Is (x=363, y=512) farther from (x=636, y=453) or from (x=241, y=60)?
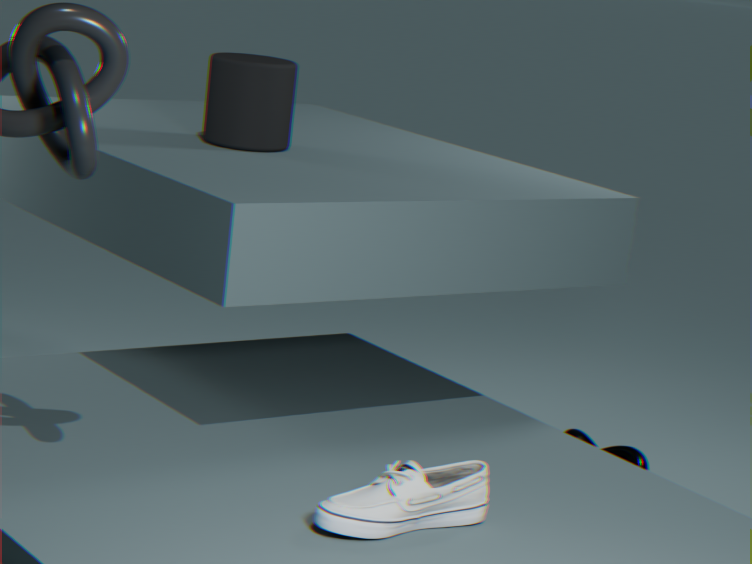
(x=636, y=453)
